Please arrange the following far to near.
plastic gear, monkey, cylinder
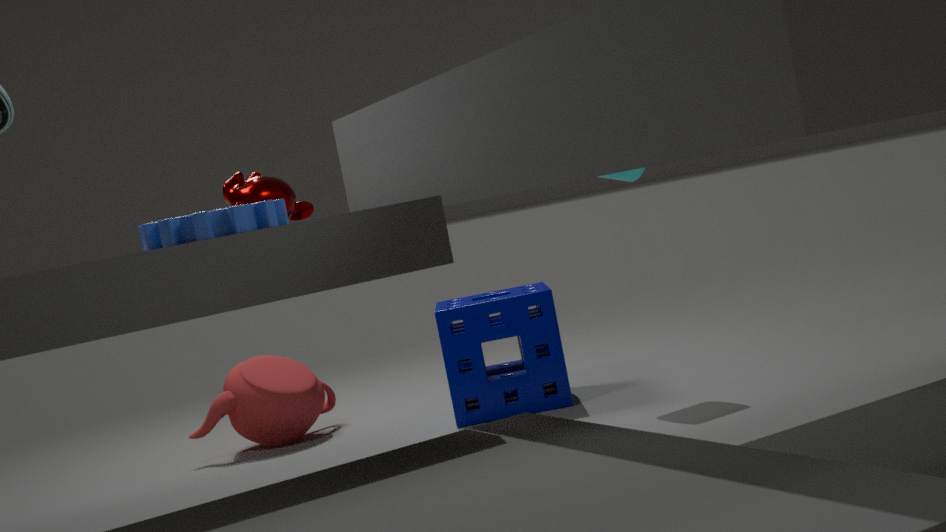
cylinder → monkey → plastic gear
